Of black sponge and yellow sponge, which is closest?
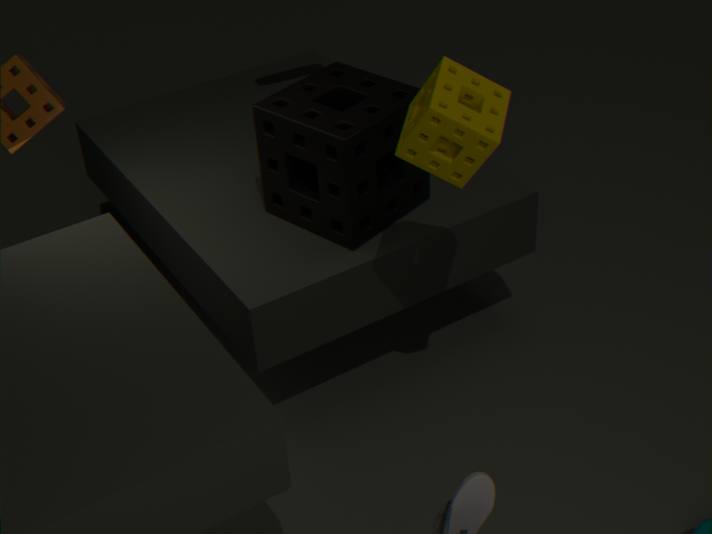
yellow sponge
